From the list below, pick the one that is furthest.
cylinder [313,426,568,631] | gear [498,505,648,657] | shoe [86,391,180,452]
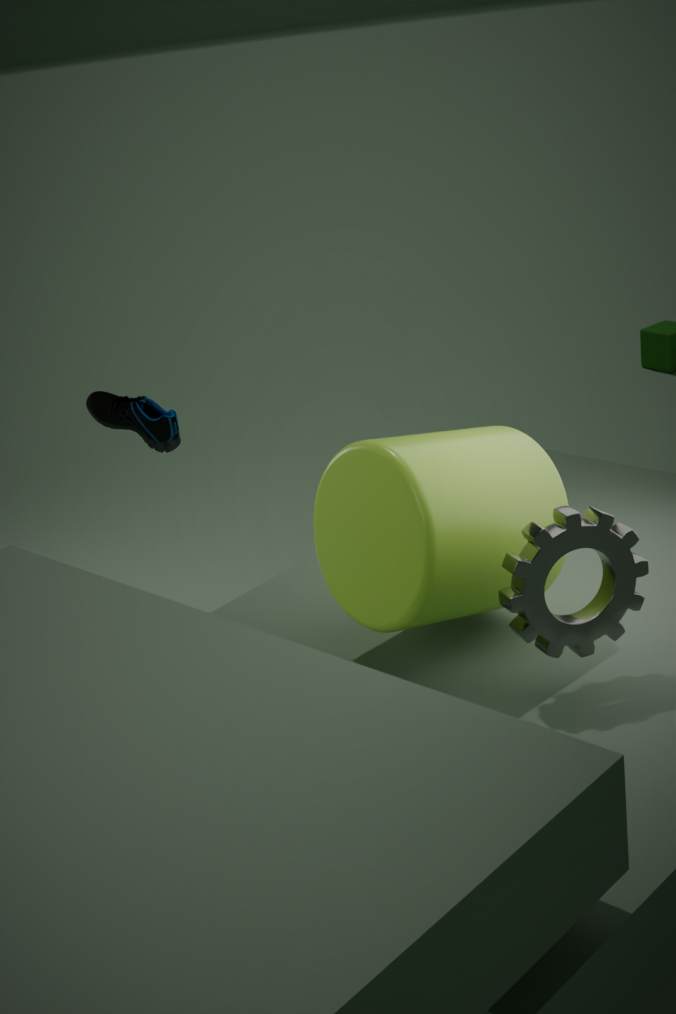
shoe [86,391,180,452]
